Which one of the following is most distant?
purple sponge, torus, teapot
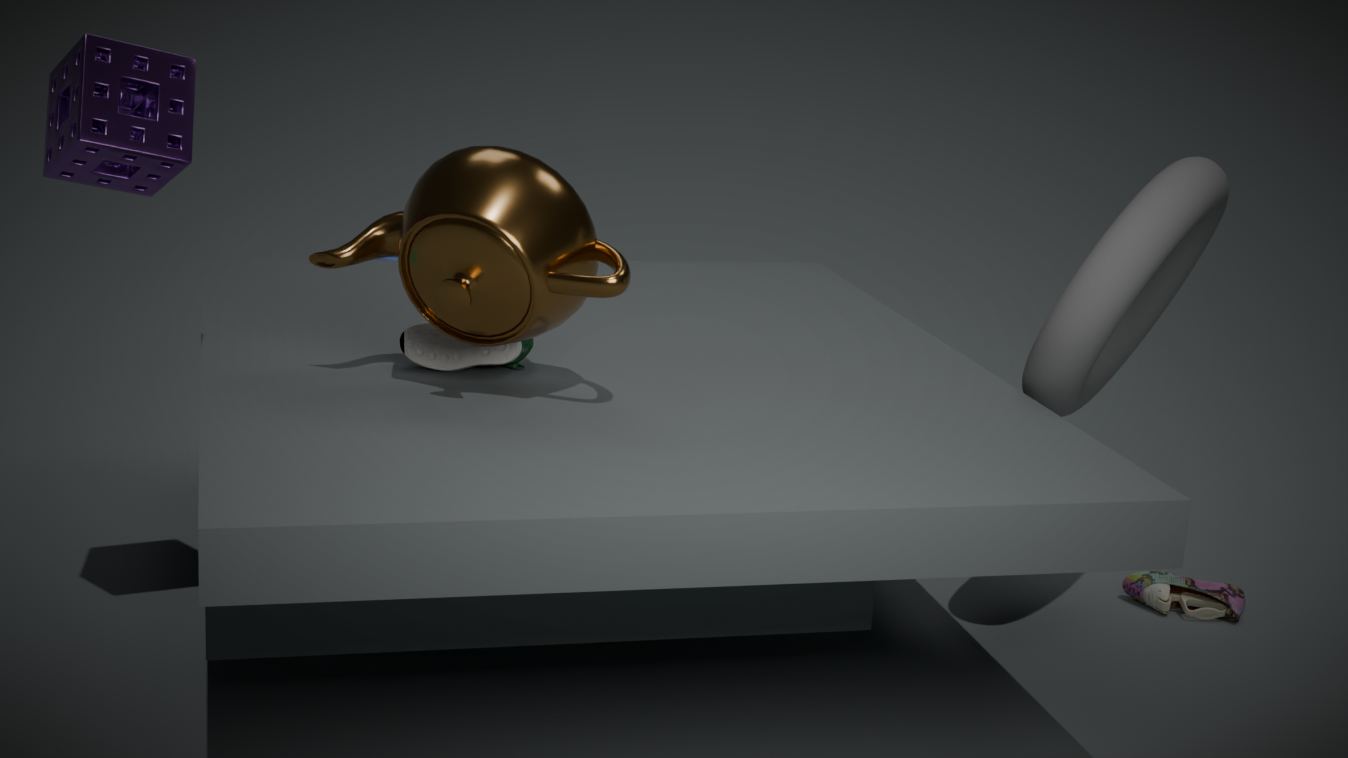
torus
